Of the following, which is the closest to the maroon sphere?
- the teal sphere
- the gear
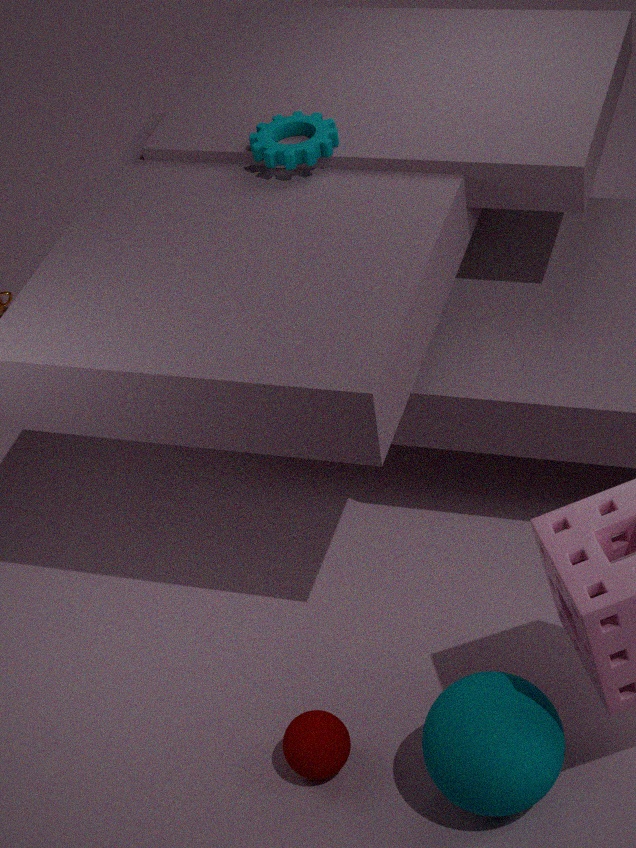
the teal sphere
